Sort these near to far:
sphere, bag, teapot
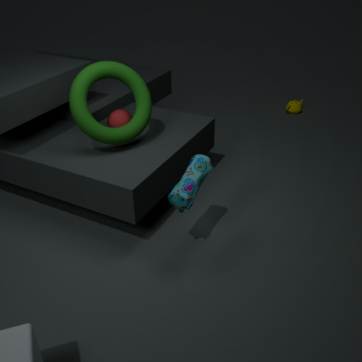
bag → sphere → teapot
